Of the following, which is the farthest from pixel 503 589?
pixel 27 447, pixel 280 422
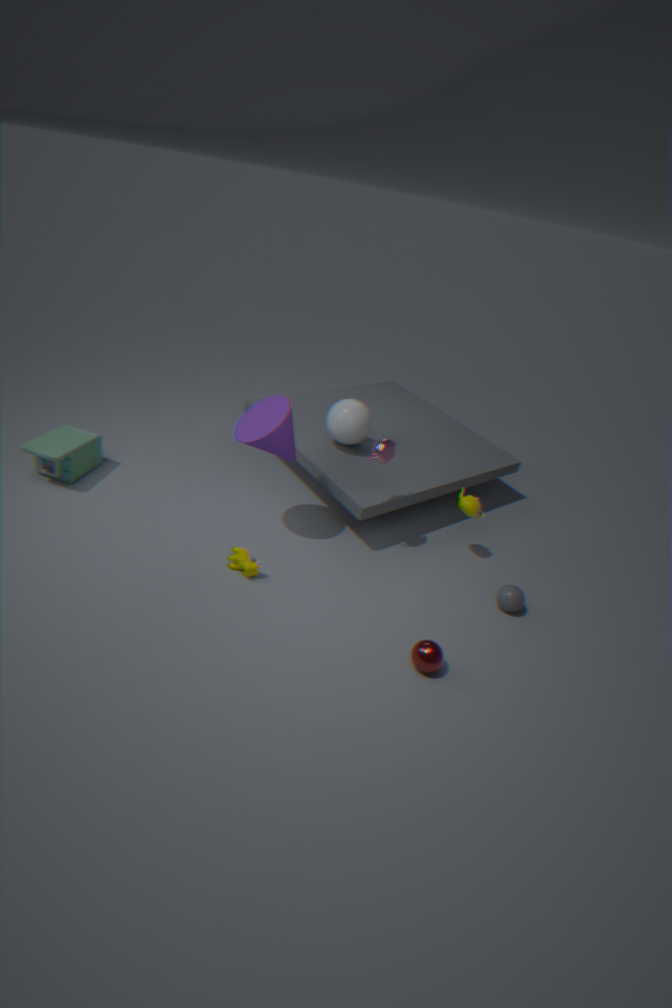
pixel 27 447
